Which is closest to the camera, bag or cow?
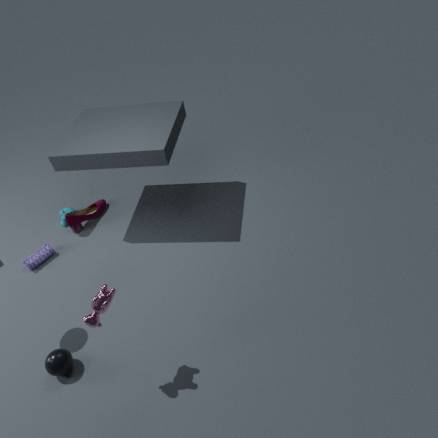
cow
